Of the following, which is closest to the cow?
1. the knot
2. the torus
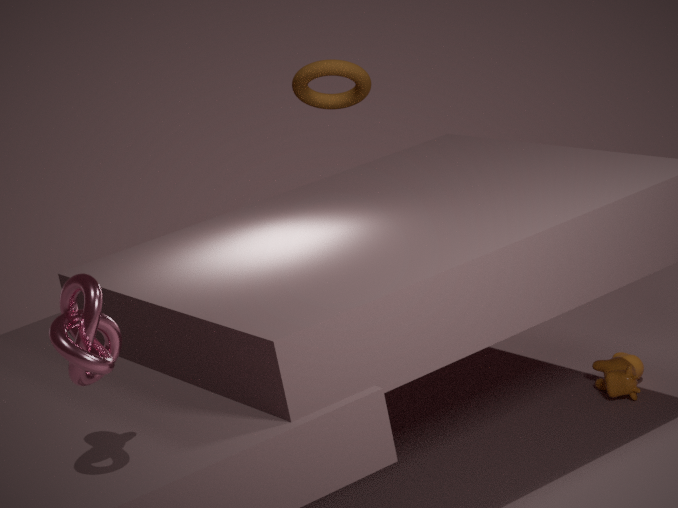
the torus
